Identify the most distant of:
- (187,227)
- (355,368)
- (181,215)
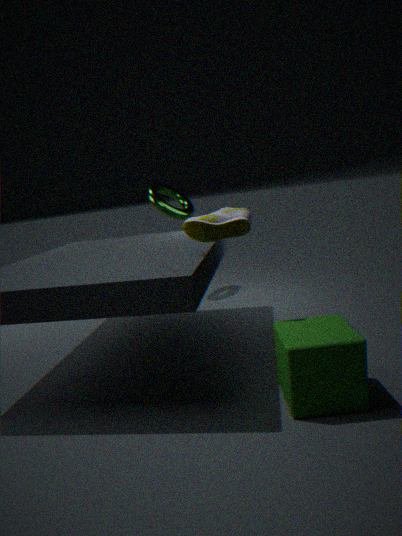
(181,215)
